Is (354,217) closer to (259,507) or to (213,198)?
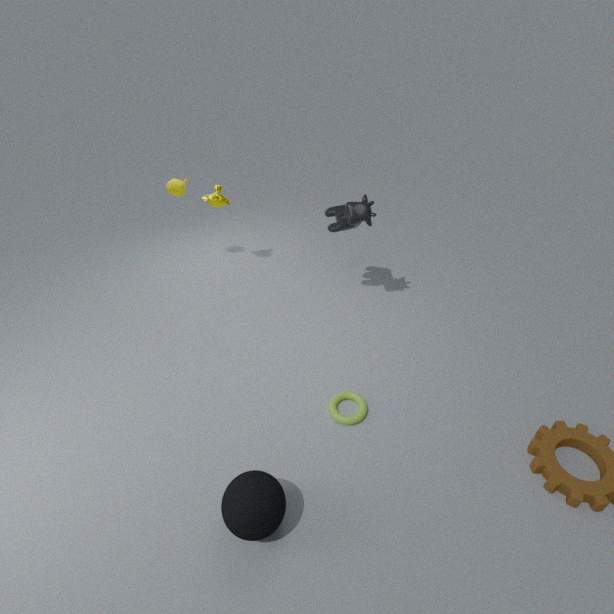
(213,198)
